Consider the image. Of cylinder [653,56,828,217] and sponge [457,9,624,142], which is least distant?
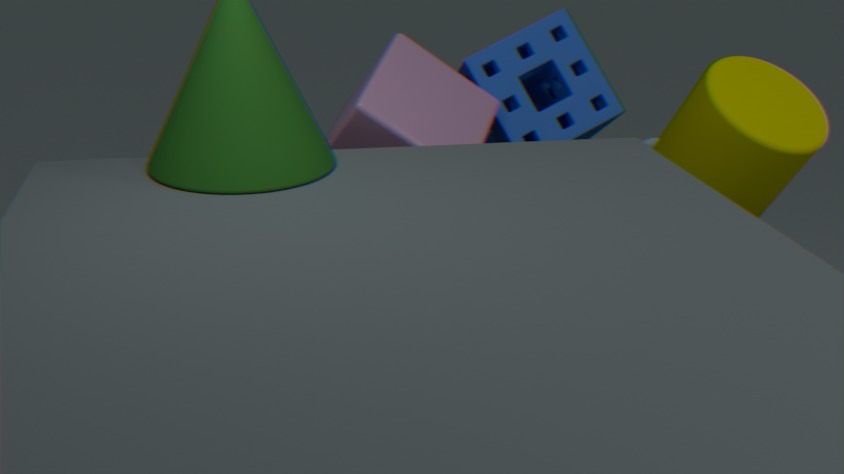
cylinder [653,56,828,217]
